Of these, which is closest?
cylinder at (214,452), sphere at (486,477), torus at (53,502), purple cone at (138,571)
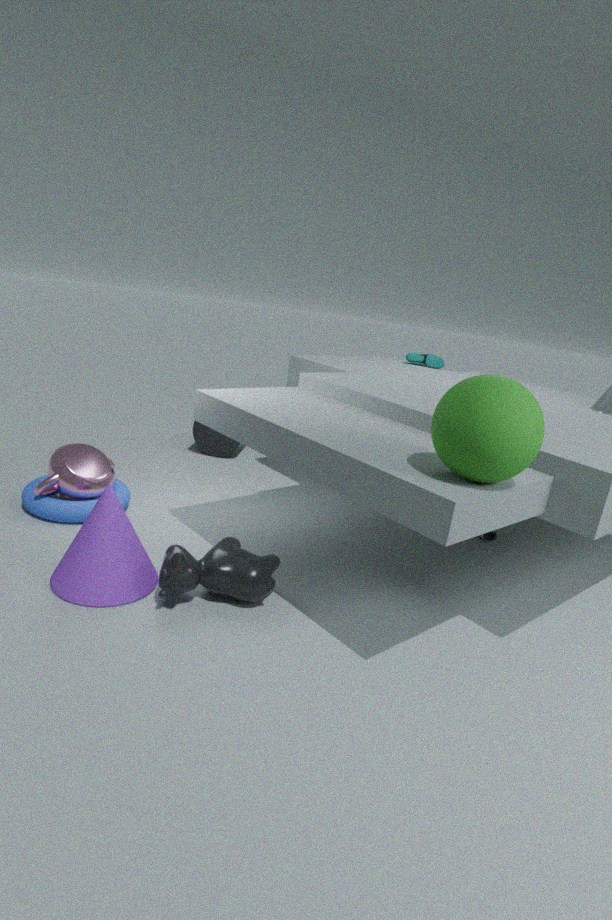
sphere at (486,477)
